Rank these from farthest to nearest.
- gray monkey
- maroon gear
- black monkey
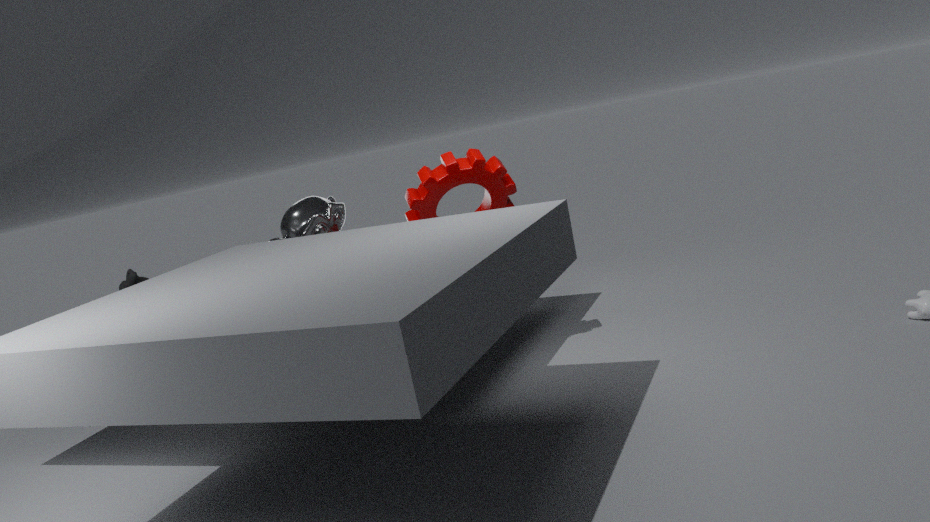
gray monkey, black monkey, maroon gear
